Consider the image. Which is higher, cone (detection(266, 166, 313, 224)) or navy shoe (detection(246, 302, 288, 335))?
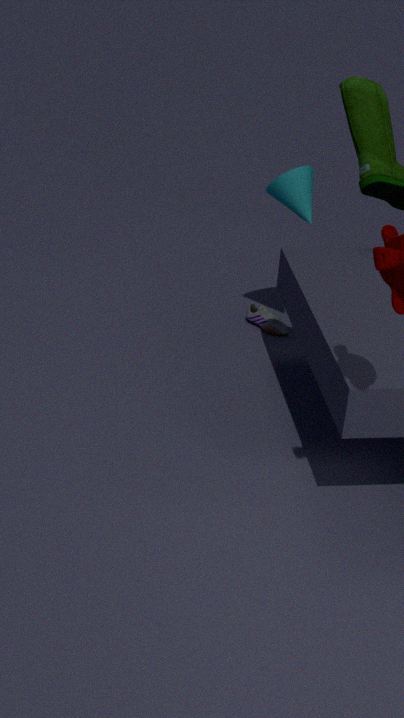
cone (detection(266, 166, 313, 224))
